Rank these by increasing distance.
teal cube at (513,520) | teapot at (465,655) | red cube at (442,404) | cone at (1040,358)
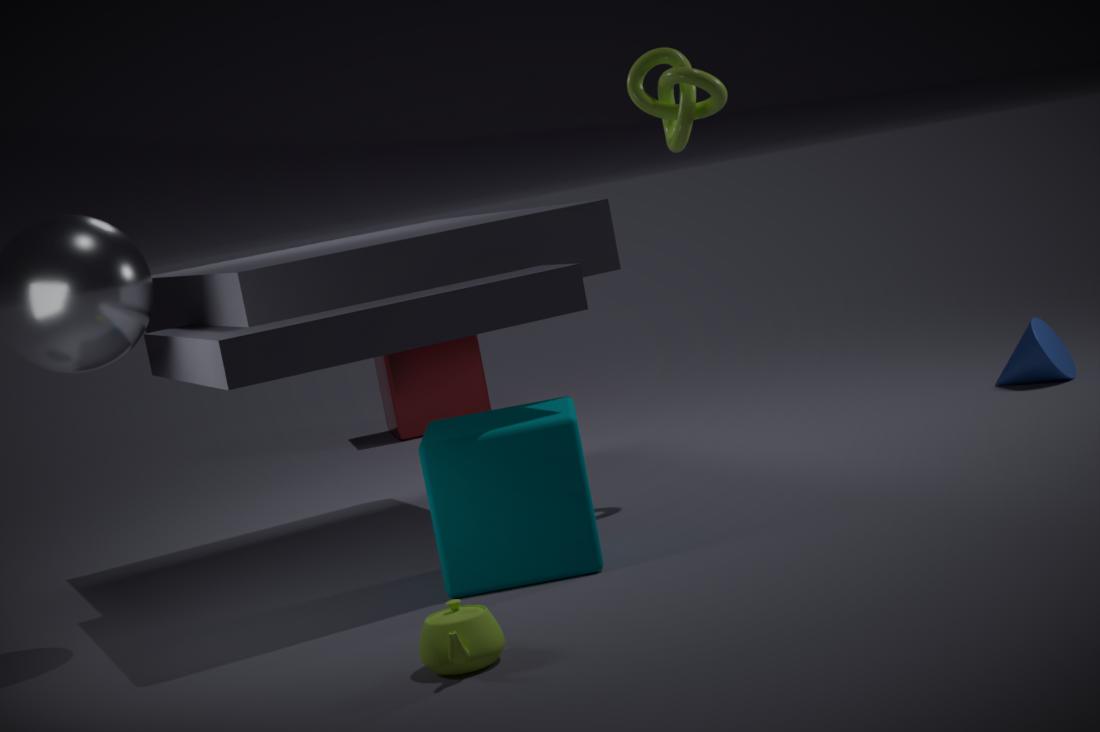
teapot at (465,655) < teal cube at (513,520) < cone at (1040,358) < red cube at (442,404)
